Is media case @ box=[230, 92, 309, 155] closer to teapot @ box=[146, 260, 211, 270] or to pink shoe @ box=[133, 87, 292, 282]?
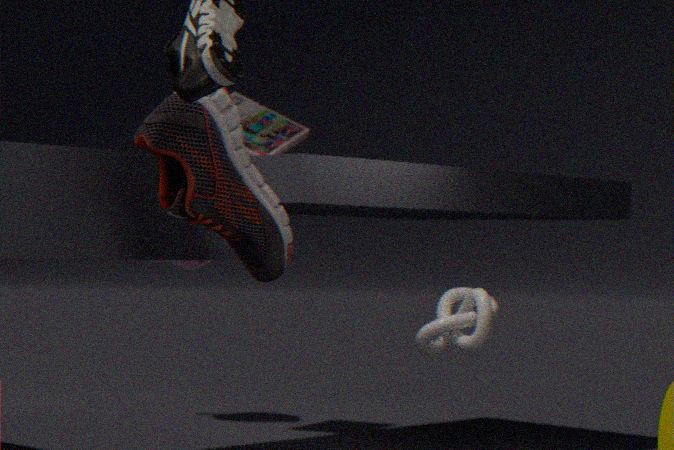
teapot @ box=[146, 260, 211, 270]
